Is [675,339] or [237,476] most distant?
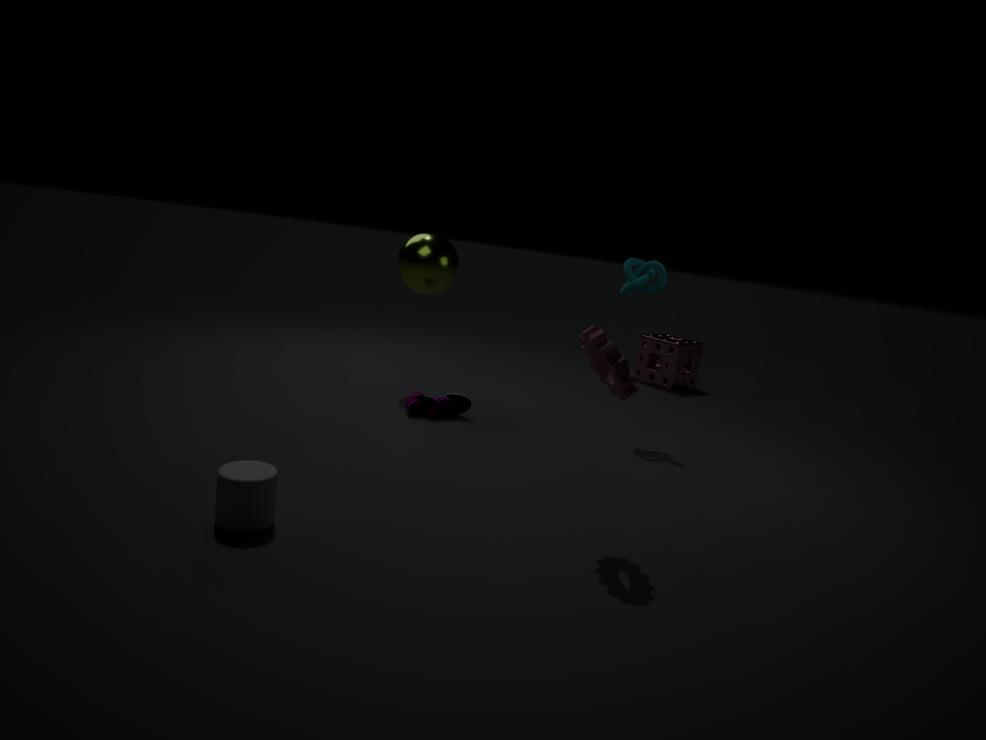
[675,339]
